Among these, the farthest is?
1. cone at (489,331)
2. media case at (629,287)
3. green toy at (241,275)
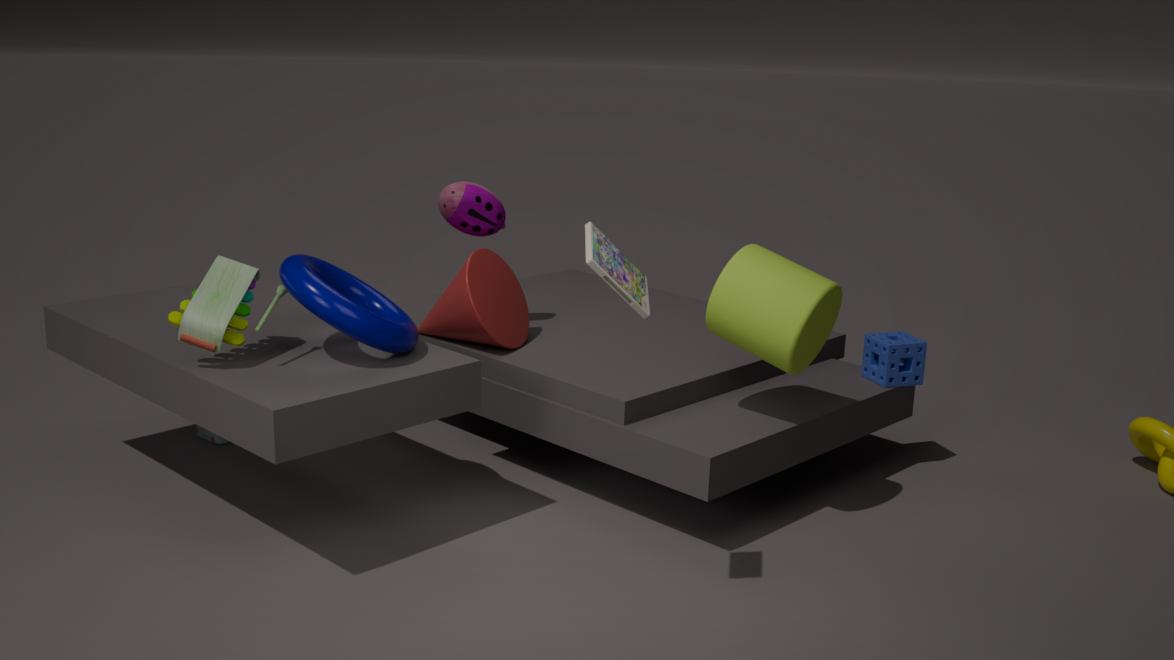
cone at (489,331)
